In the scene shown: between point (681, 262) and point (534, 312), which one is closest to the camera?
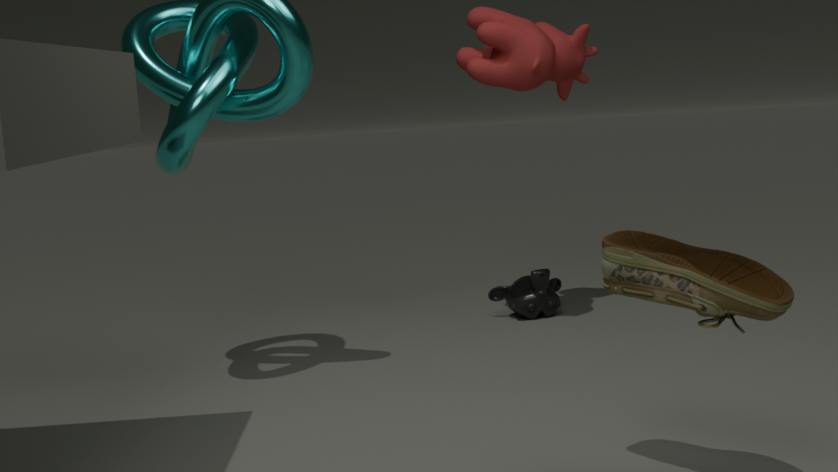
point (681, 262)
